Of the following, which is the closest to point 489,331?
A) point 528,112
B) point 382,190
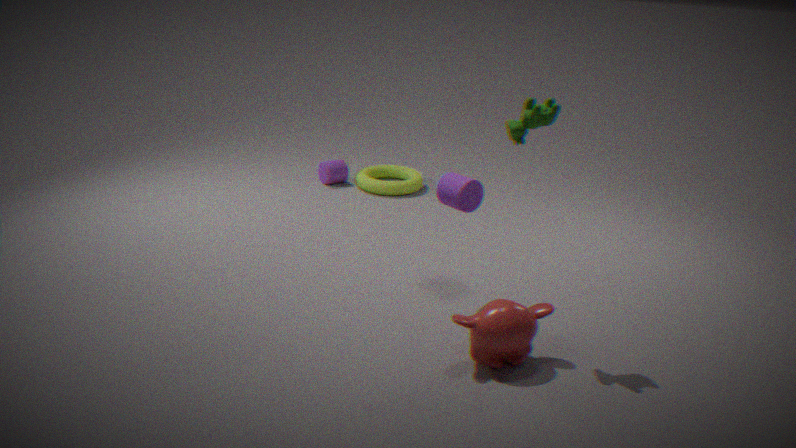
point 528,112
